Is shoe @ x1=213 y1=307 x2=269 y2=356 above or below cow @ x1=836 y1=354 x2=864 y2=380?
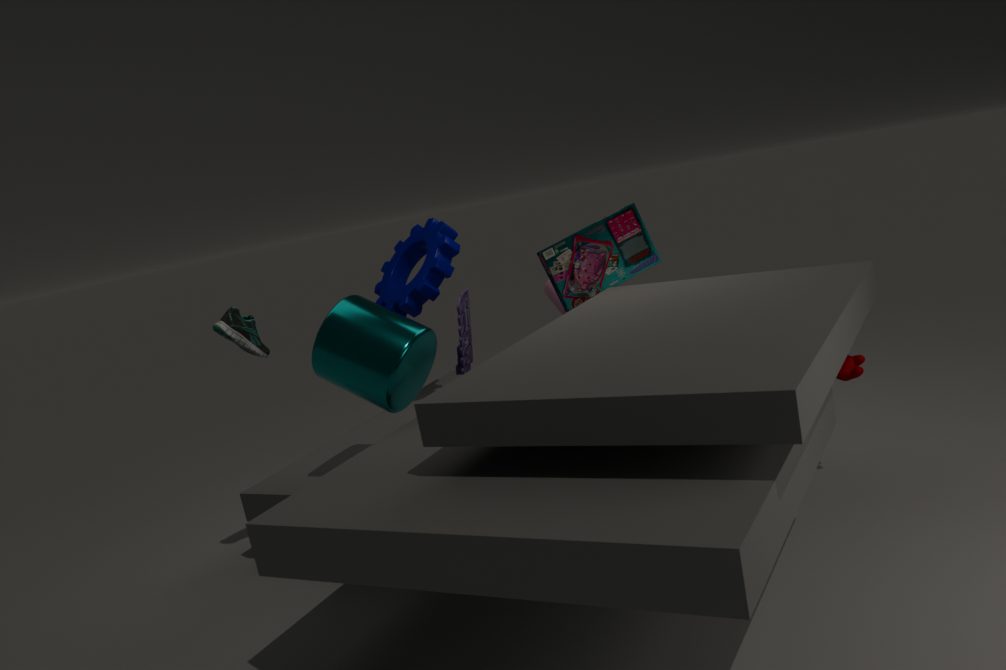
above
